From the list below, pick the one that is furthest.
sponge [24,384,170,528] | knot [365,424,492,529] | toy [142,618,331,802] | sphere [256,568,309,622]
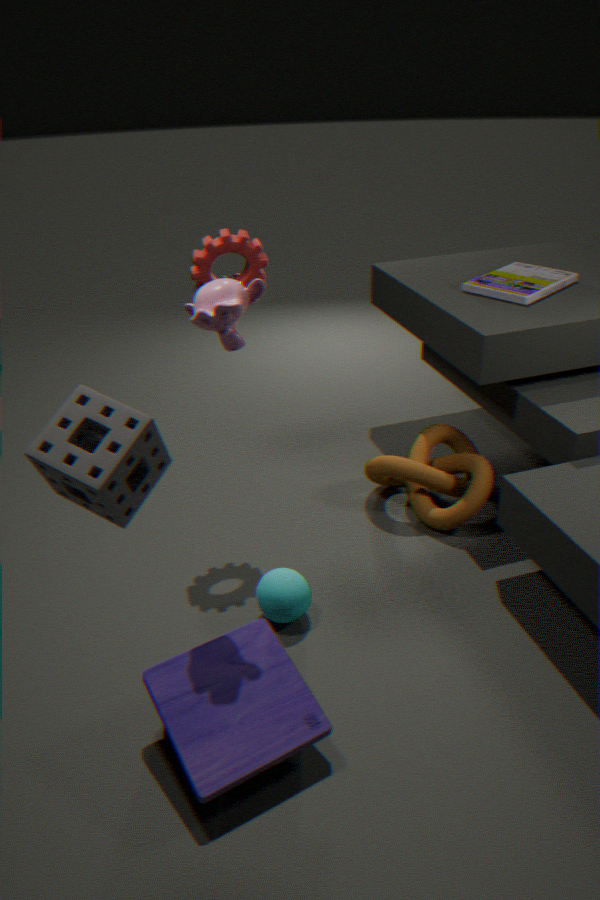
knot [365,424,492,529]
